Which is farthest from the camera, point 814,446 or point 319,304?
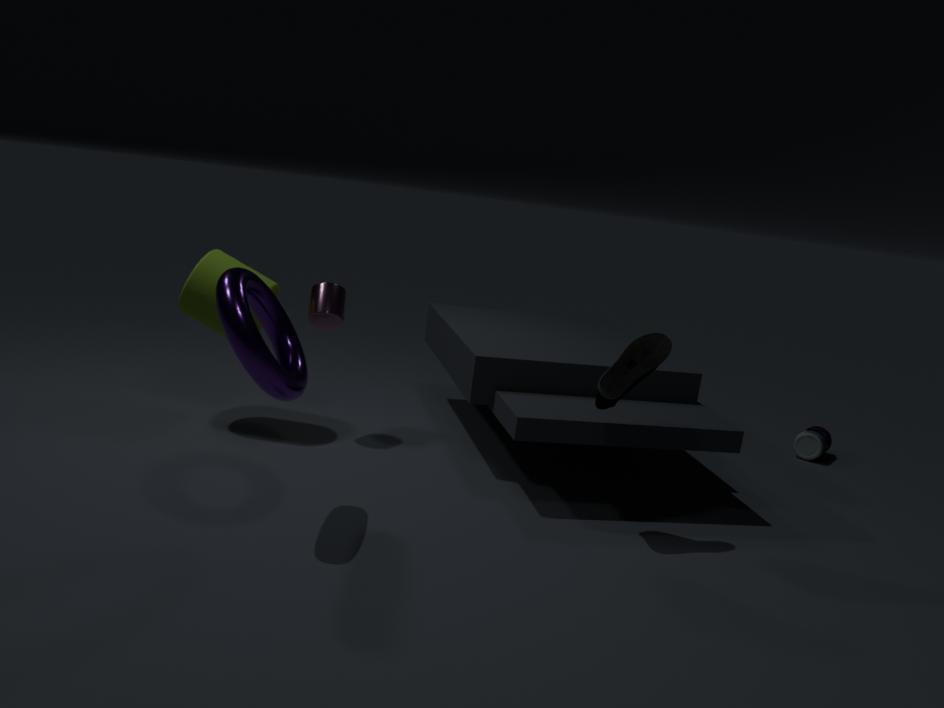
point 814,446
